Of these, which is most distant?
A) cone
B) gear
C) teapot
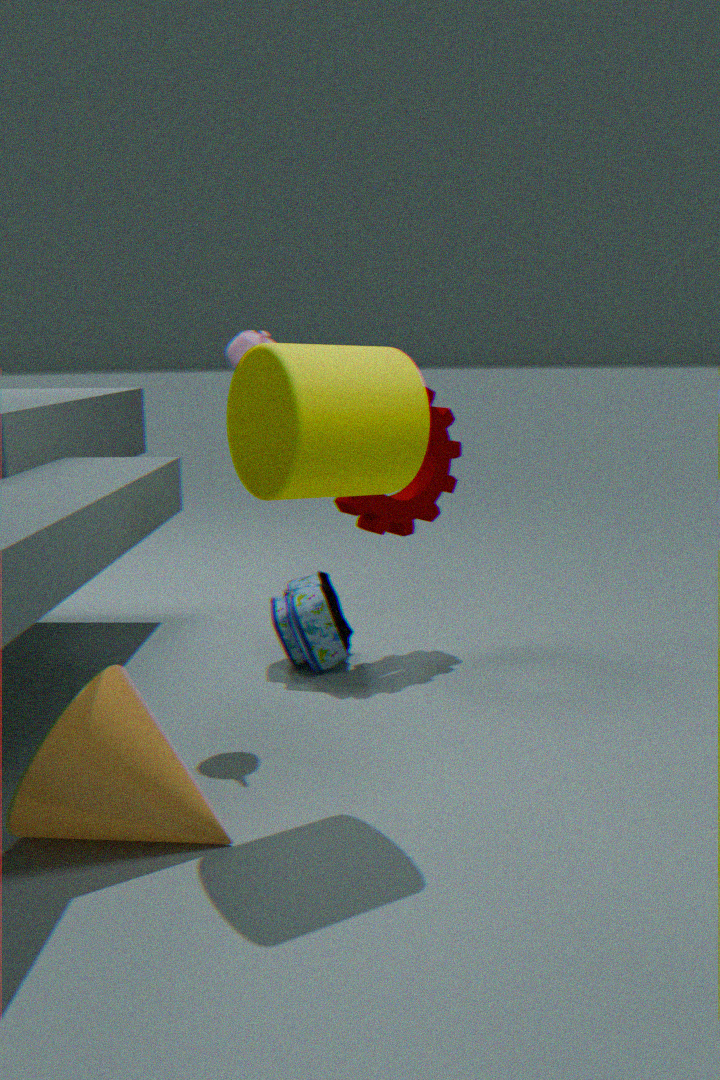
gear
